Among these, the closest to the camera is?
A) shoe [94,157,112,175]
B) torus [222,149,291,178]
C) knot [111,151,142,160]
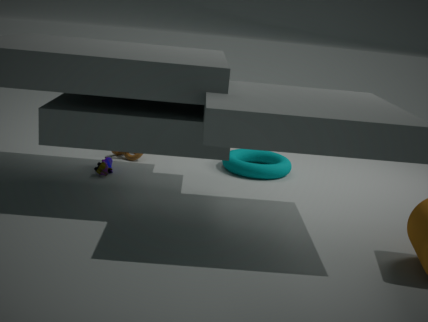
shoe [94,157,112,175]
